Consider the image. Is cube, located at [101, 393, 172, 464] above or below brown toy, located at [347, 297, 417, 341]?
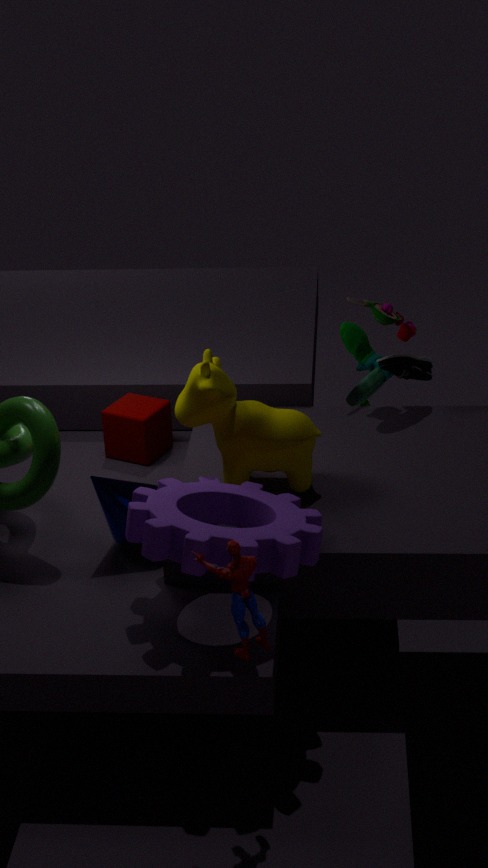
below
